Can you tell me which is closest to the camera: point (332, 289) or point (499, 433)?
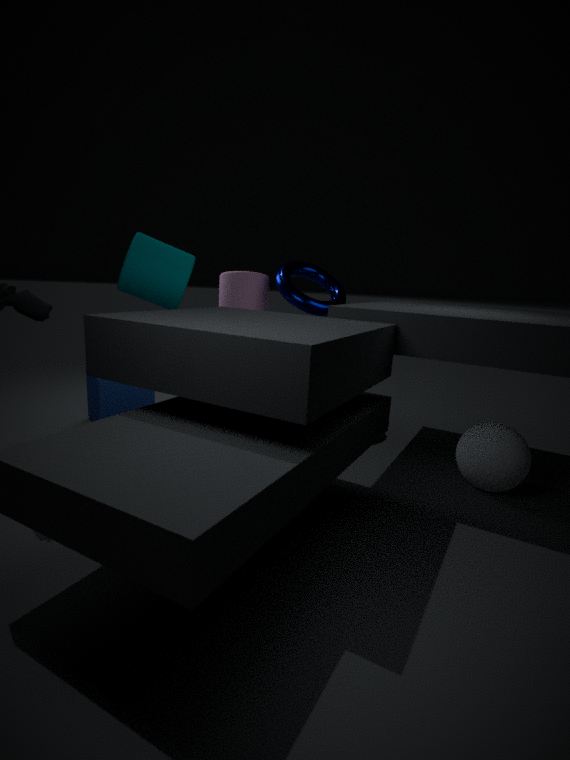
point (499, 433)
